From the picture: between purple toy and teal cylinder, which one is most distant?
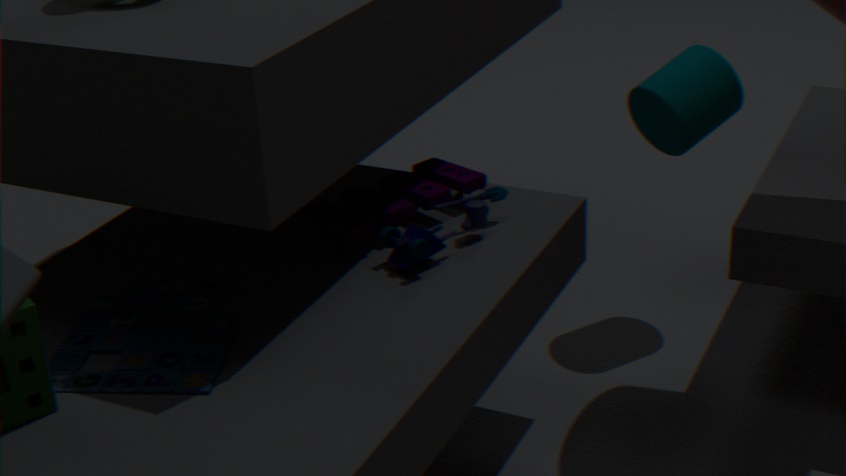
teal cylinder
